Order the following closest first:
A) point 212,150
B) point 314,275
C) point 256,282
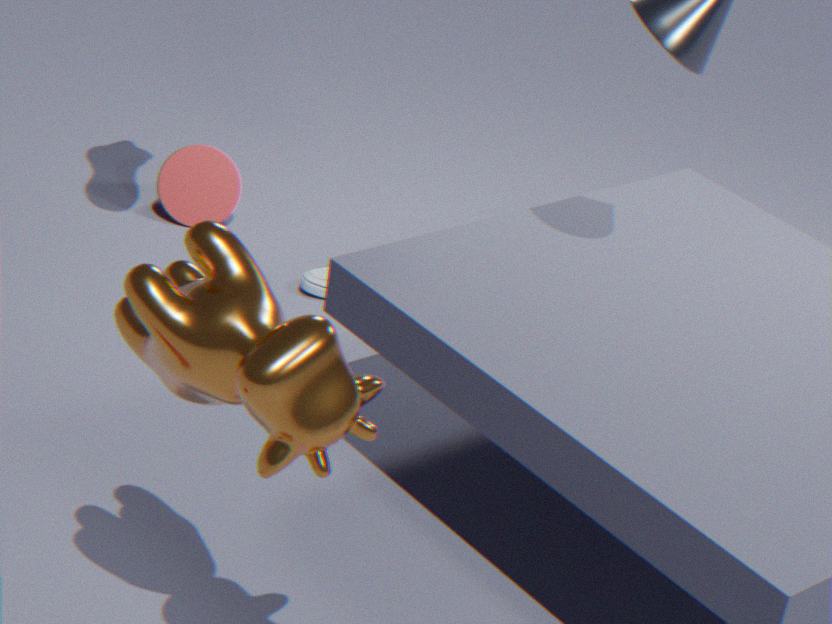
point 256,282
point 314,275
point 212,150
